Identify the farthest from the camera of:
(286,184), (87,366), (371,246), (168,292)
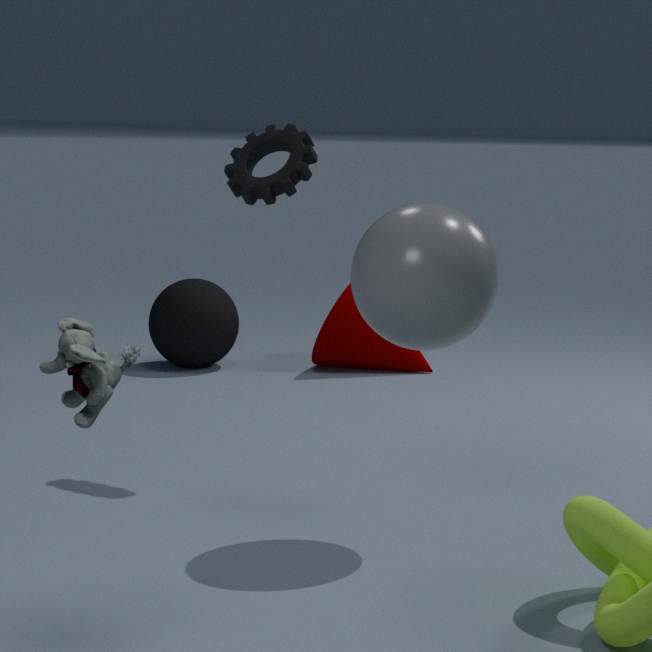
(168,292)
